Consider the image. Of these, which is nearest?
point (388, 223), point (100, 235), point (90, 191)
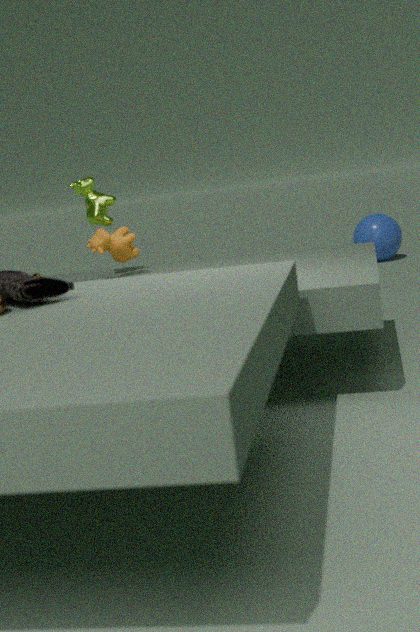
point (100, 235)
